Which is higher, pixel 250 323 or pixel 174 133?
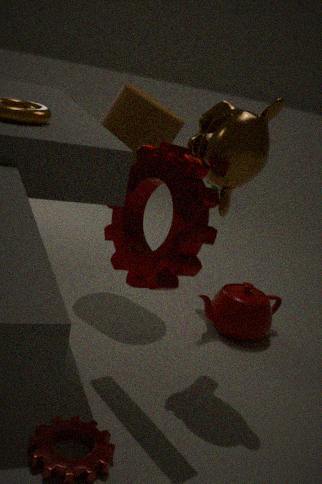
pixel 174 133
